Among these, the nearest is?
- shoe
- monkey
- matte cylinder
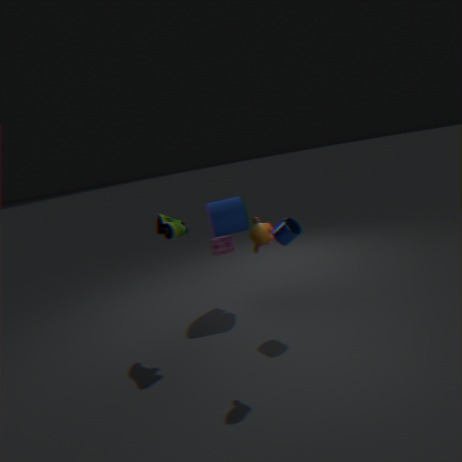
monkey
